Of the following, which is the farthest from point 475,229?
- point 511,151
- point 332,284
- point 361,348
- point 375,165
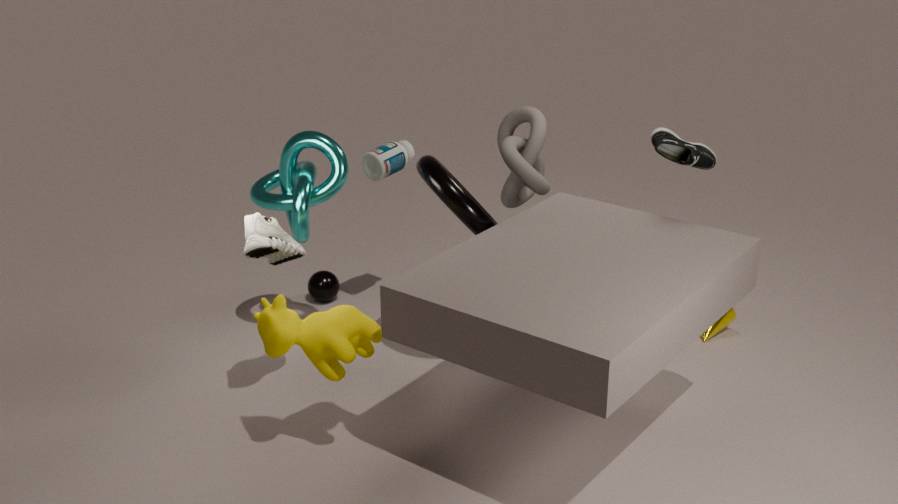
point 332,284
